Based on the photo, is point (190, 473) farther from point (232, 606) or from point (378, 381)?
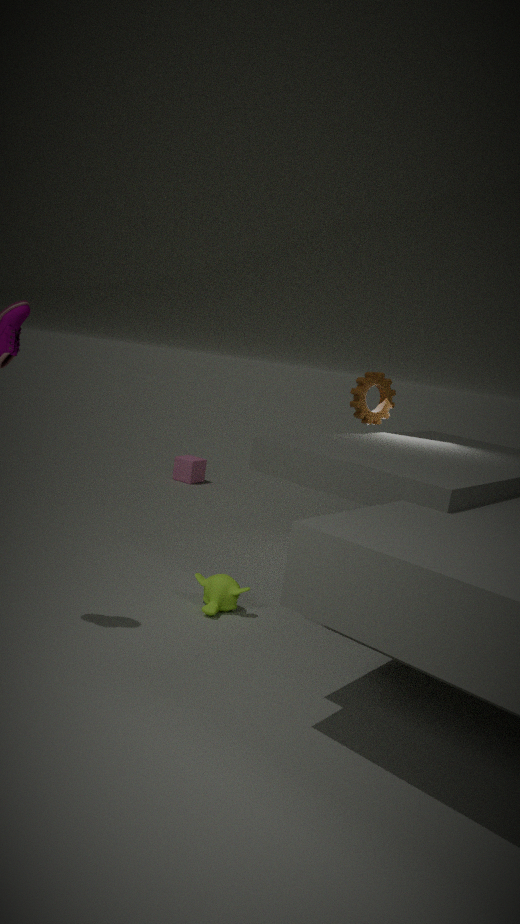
point (232, 606)
